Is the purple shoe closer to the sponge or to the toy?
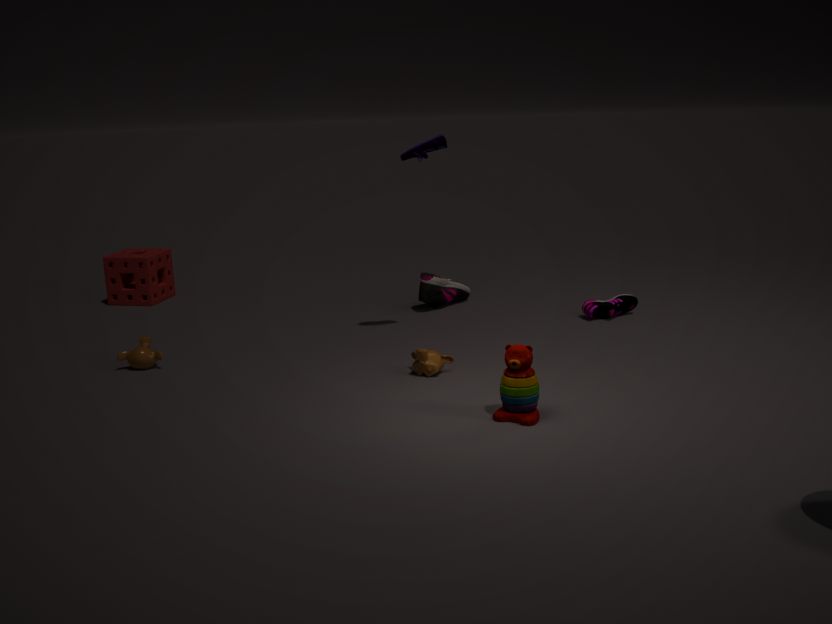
the toy
